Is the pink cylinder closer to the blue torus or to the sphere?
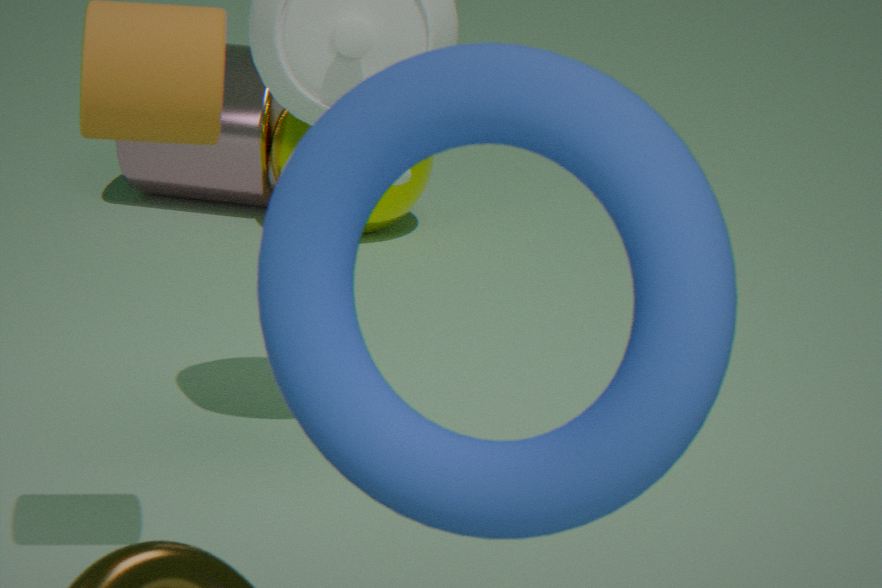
the sphere
